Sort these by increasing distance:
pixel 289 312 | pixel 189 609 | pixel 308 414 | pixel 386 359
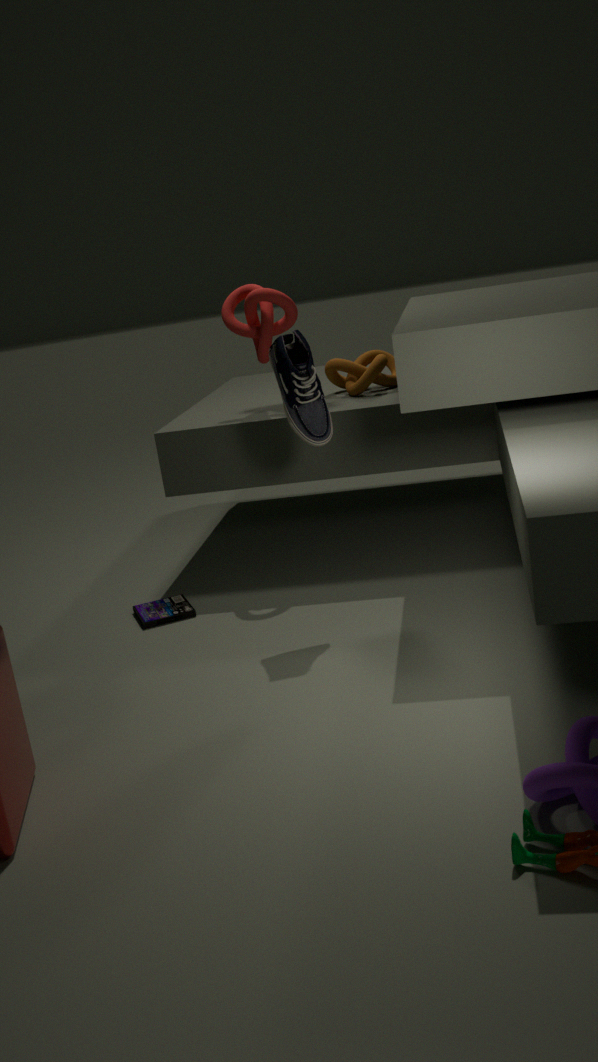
1. pixel 308 414
2. pixel 189 609
3. pixel 289 312
4. pixel 386 359
